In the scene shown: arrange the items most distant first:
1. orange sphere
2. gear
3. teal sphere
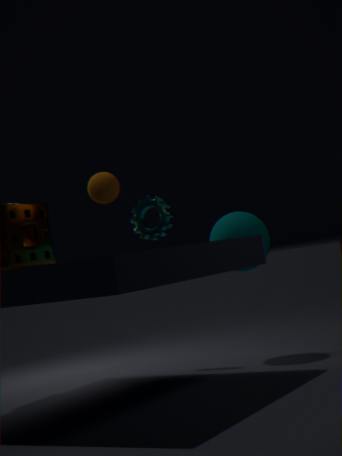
gear → teal sphere → orange sphere
